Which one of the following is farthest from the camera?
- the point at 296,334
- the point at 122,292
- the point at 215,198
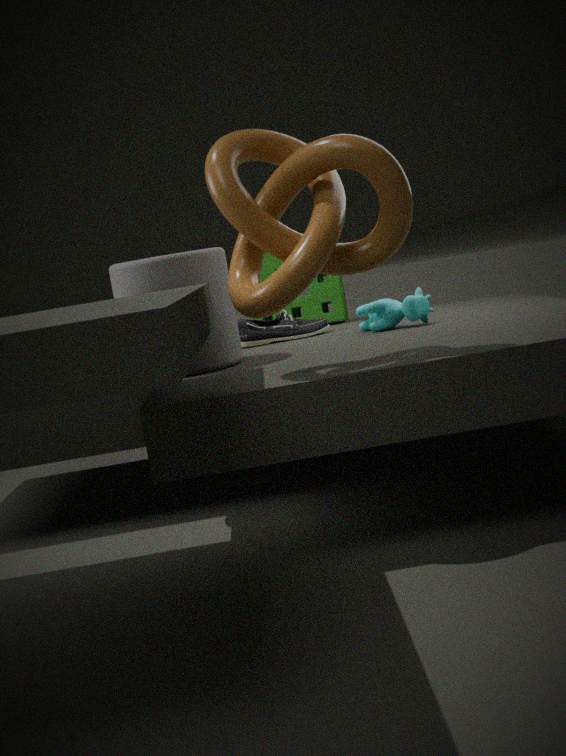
the point at 296,334
